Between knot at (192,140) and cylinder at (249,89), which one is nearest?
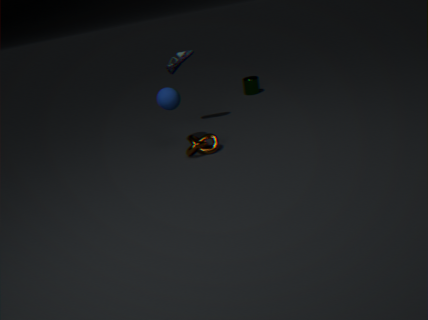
knot at (192,140)
